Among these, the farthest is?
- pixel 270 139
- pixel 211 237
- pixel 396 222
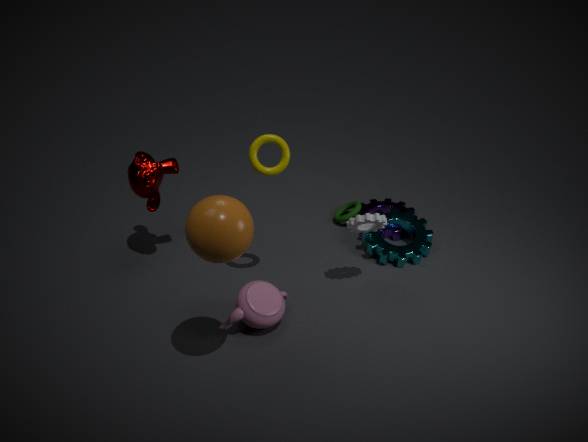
pixel 396 222
